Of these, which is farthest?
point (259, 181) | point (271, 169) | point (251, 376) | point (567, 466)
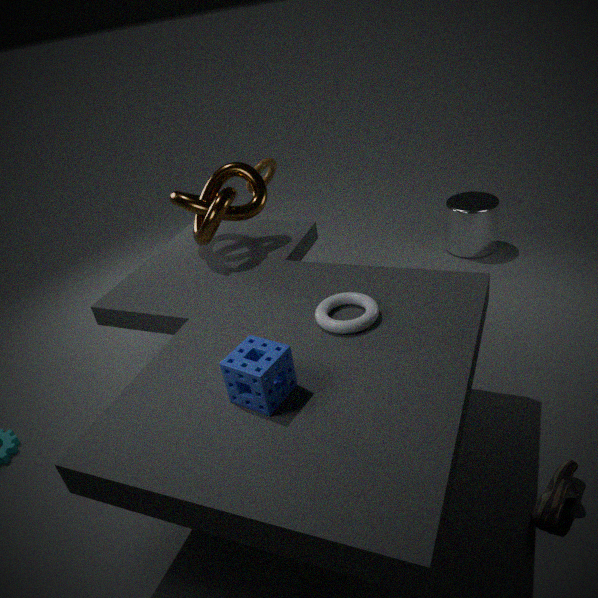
point (271, 169)
